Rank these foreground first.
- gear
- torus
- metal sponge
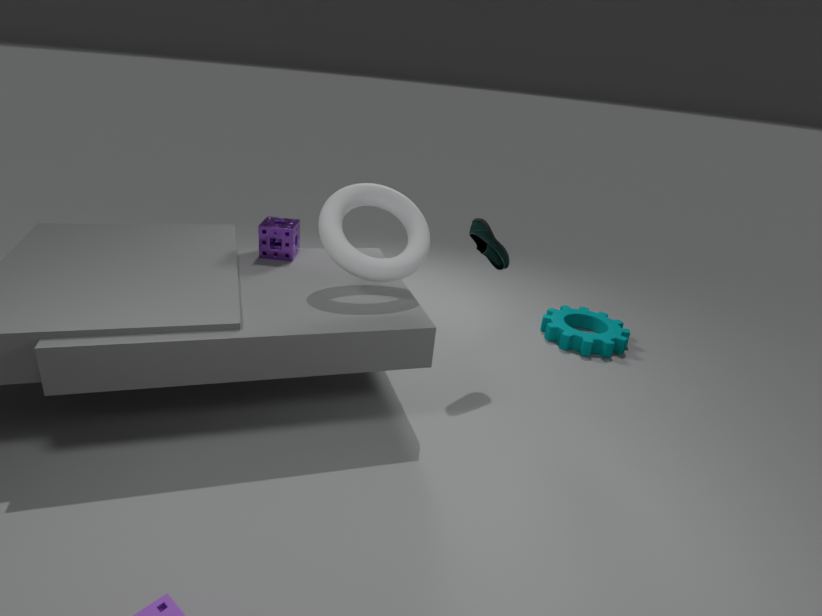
torus → metal sponge → gear
